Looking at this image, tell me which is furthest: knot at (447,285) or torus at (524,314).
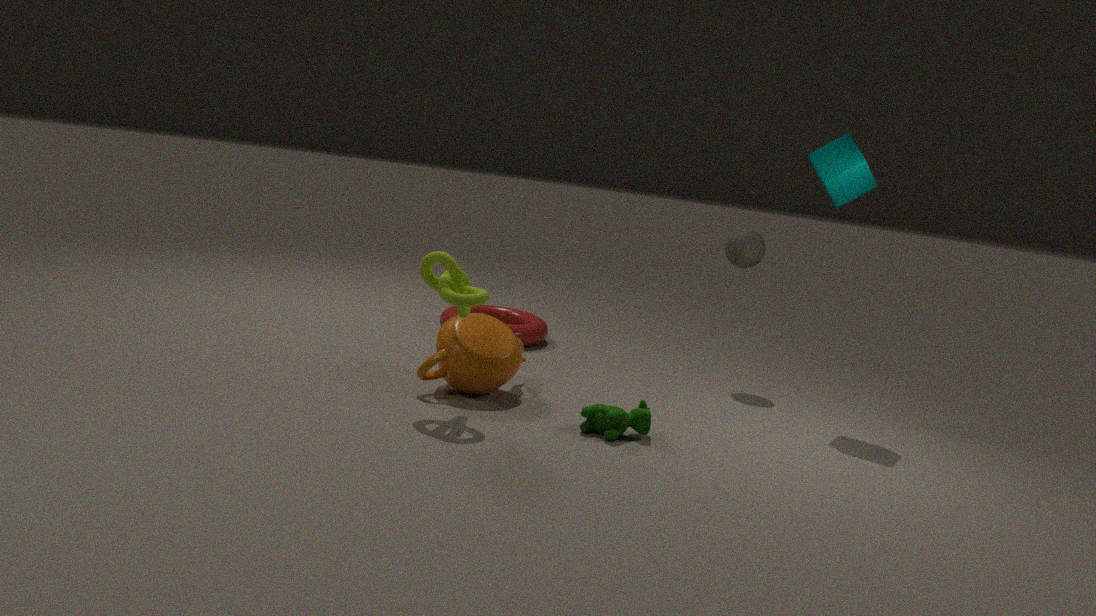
torus at (524,314)
